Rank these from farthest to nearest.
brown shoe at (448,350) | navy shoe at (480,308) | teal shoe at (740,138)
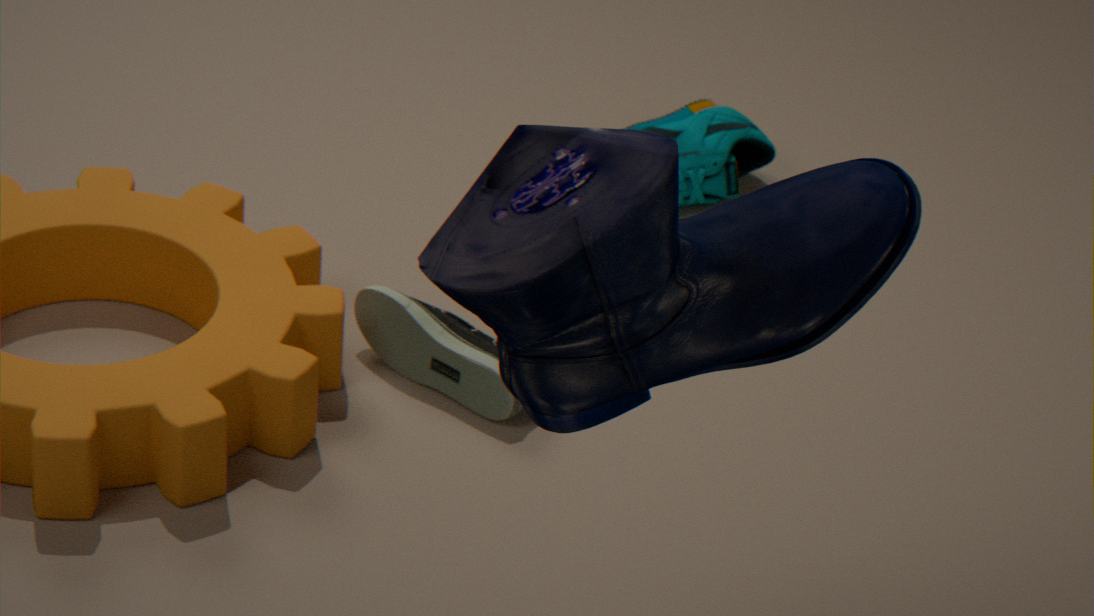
teal shoe at (740,138)
brown shoe at (448,350)
navy shoe at (480,308)
